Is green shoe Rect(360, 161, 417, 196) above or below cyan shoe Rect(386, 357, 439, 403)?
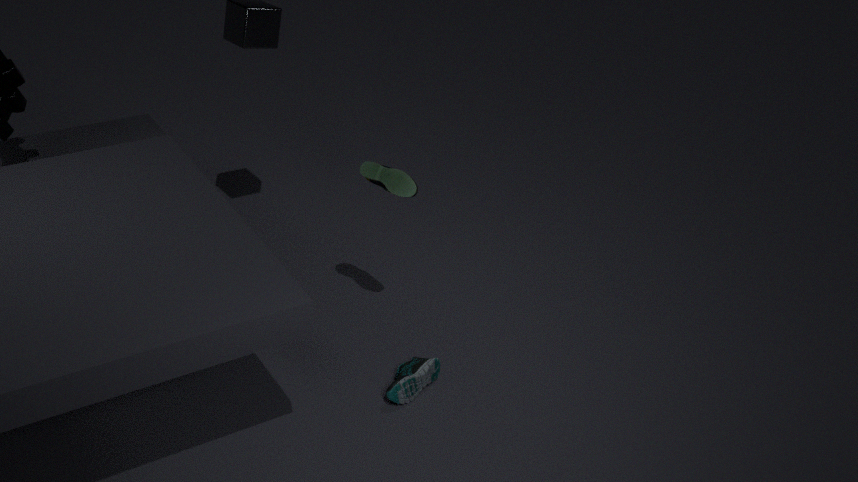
above
